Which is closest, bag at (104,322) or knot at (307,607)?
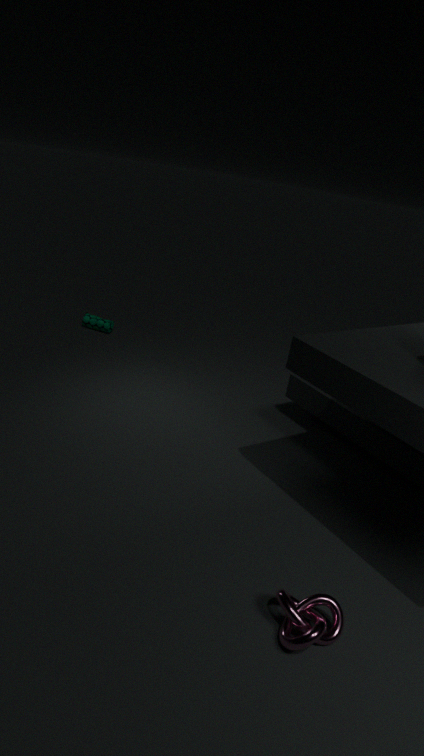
knot at (307,607)
